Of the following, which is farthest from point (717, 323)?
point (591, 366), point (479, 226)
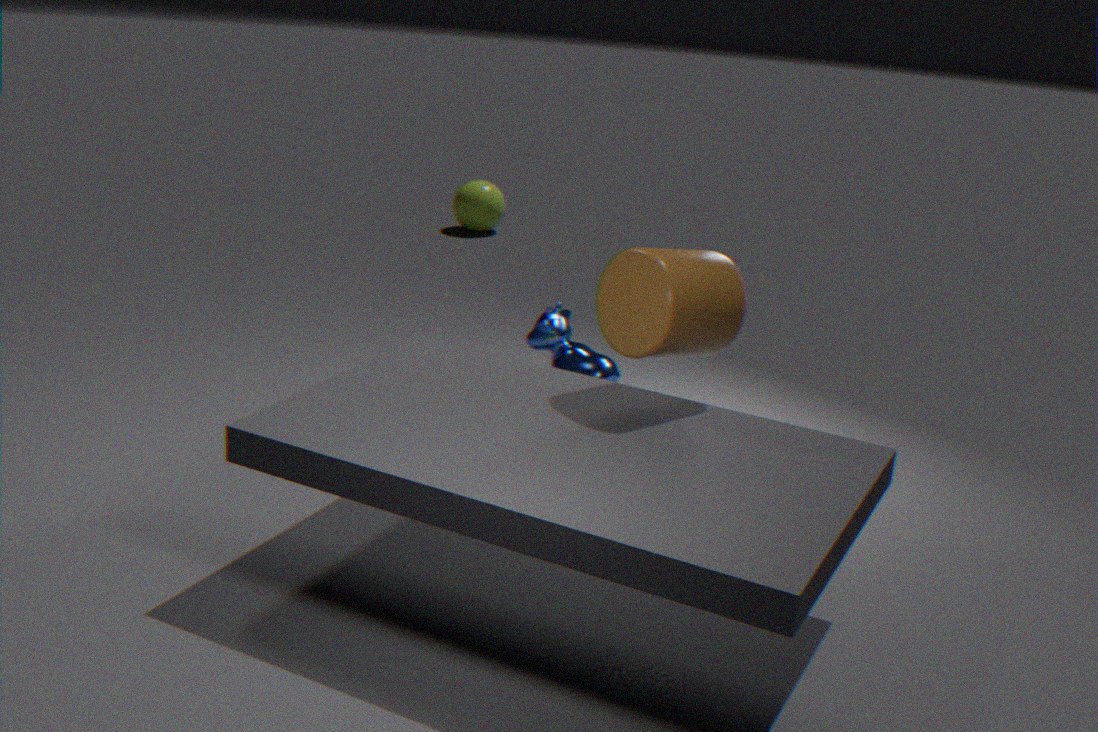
point (479, 226)
